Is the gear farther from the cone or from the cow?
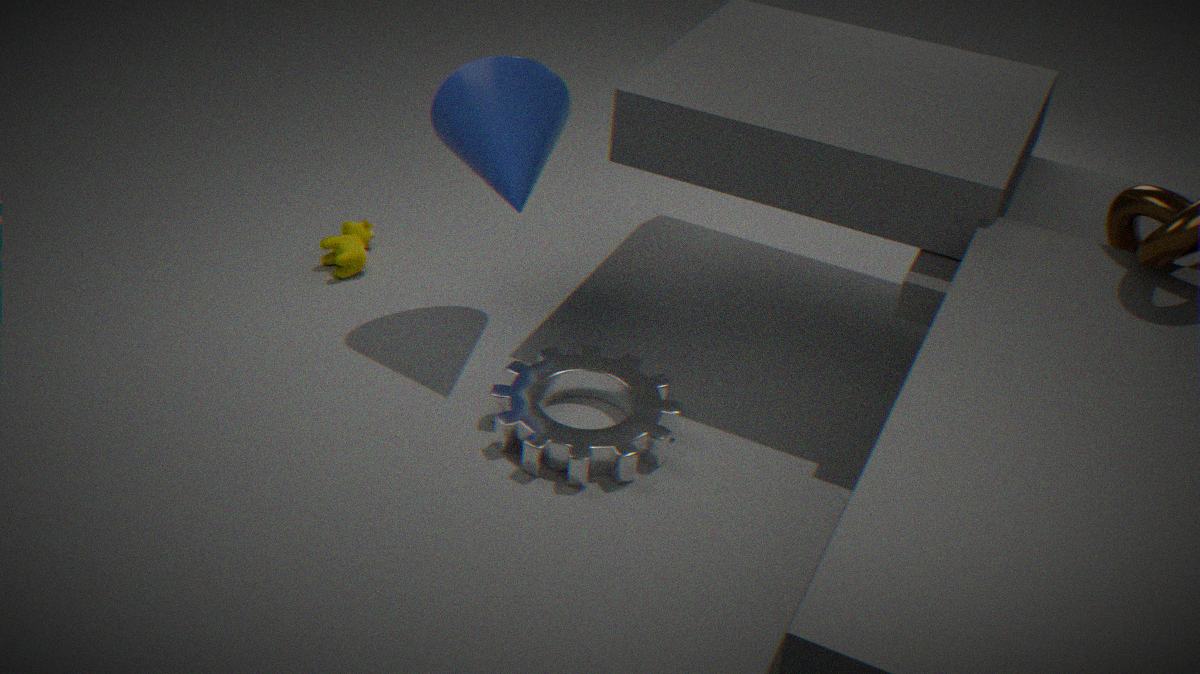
the cow
